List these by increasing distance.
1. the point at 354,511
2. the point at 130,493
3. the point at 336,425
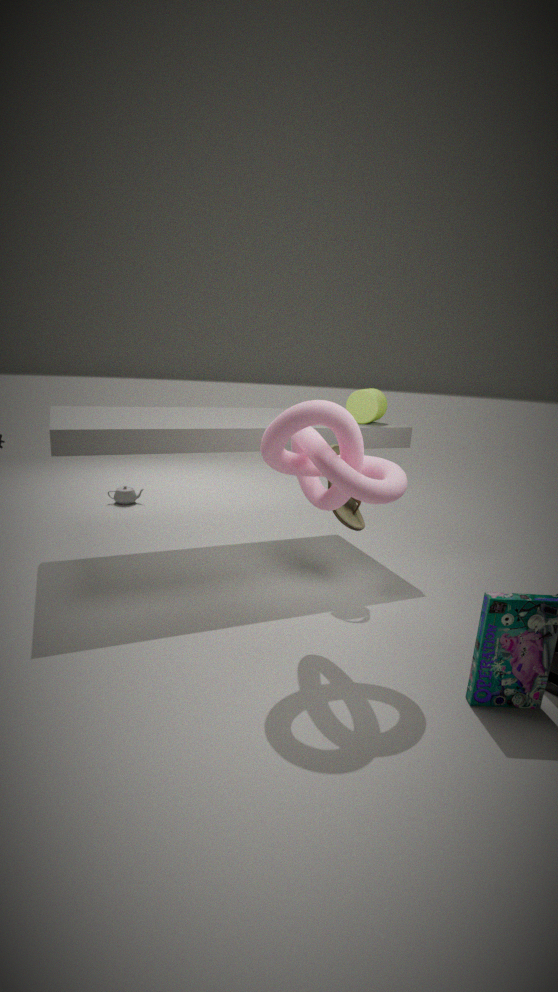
the point at 336,425
the point at 354,511
the point at 130,493
